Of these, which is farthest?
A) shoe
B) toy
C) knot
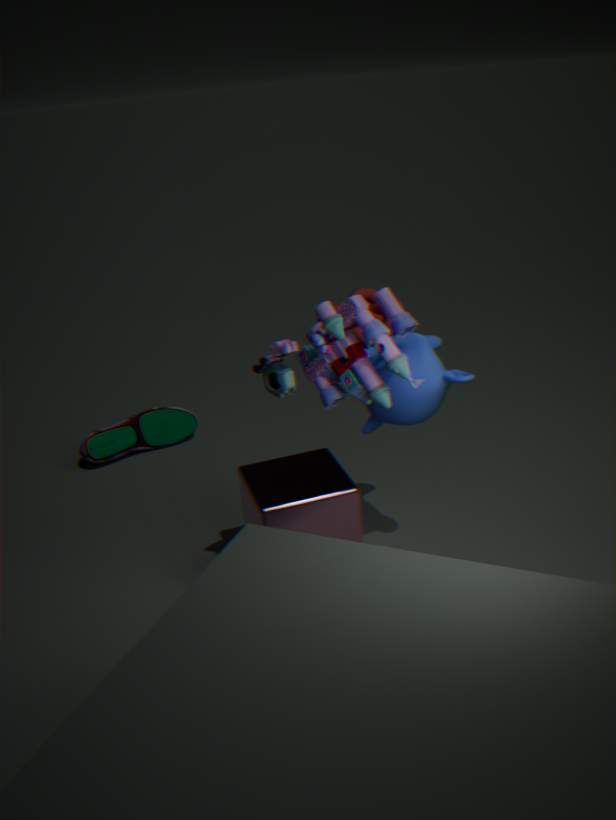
knot
